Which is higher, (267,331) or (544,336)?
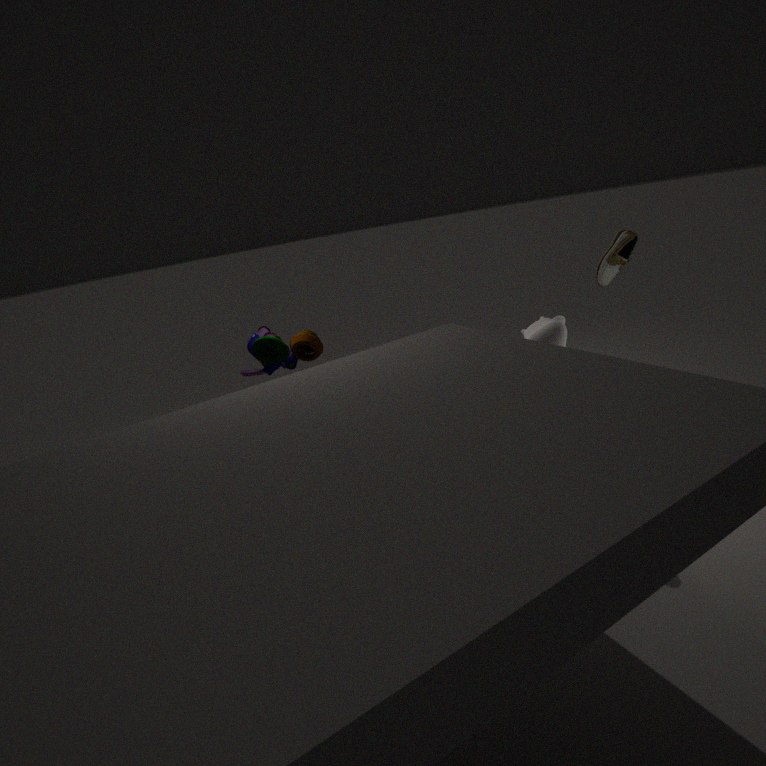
(267,331)
